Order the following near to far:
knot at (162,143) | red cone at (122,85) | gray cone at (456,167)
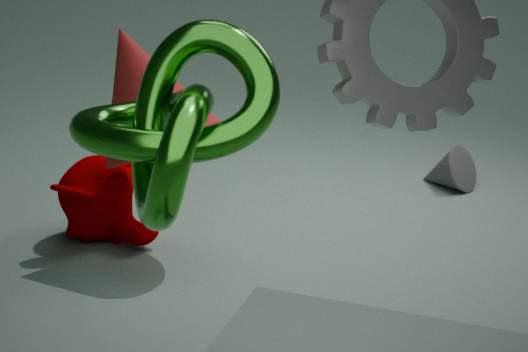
knot at (162,143)
red cone at (122,85)
gray cone at (456,167)
